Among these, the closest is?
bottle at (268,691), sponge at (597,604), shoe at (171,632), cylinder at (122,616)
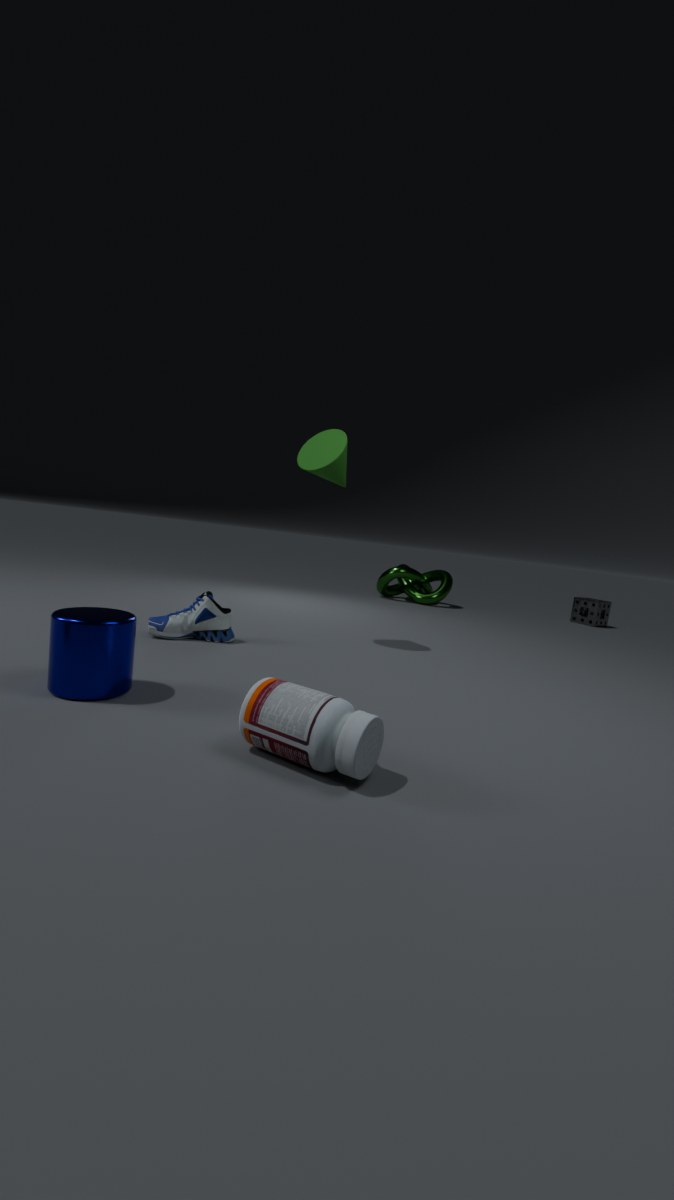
bottle at (268,691)
